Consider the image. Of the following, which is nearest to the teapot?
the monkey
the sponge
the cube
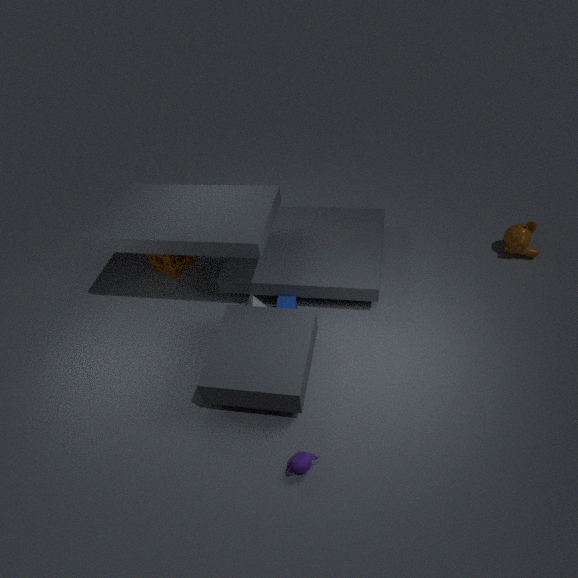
the cube
